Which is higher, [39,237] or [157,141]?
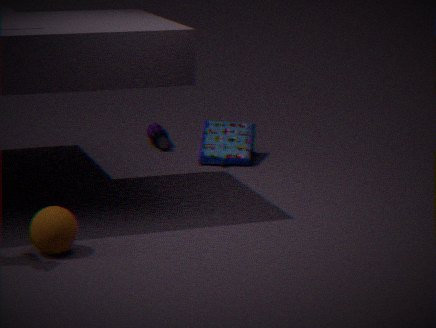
[39,237]
